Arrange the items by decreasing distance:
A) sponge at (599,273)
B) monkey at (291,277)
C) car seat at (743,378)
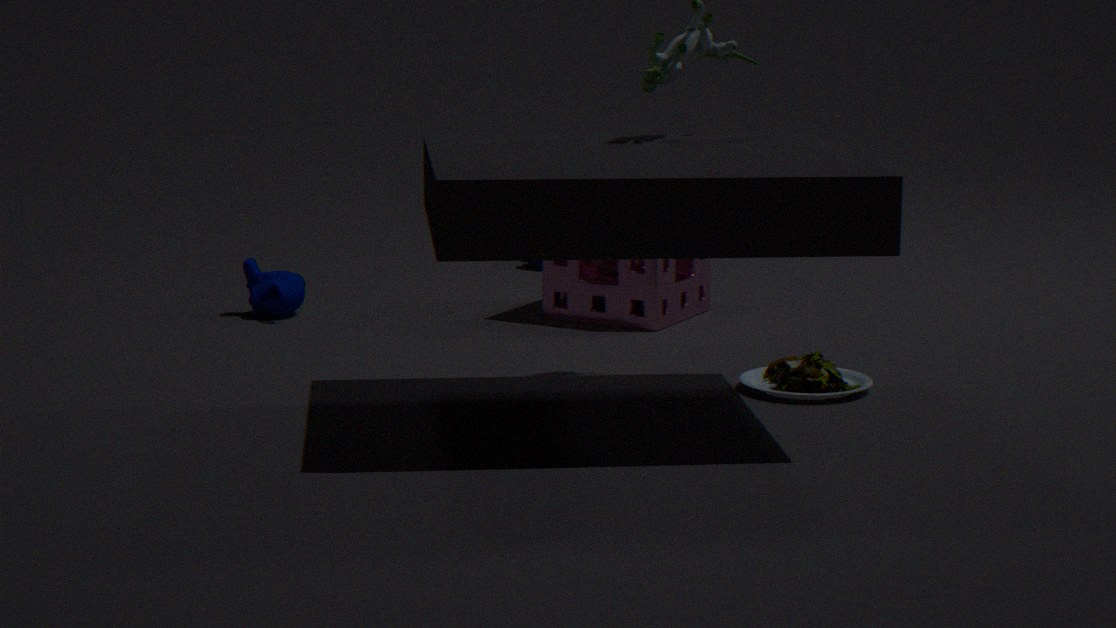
1. monkey at (291,277)
2. sponge at (599,273)
3. car seat at (743,378)
